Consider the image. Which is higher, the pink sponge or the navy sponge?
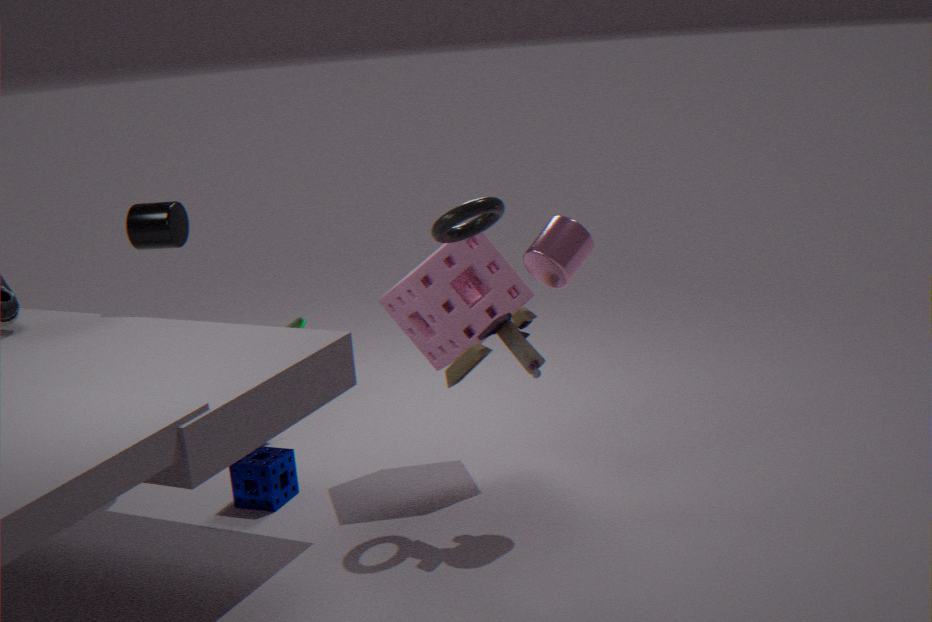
the pink sponge
